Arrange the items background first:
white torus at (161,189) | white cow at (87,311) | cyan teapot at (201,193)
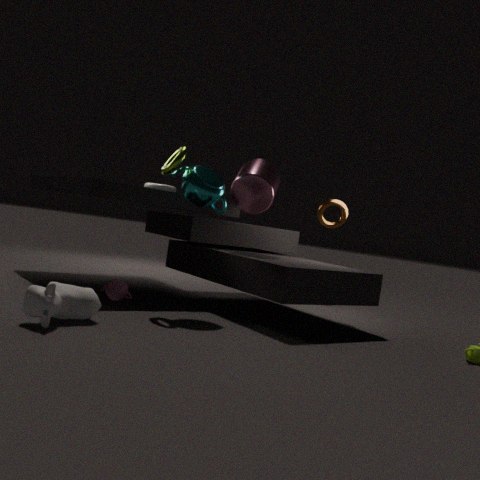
white torus at (161,189), cyan teapot at (201,193), white cow at (87,311)
